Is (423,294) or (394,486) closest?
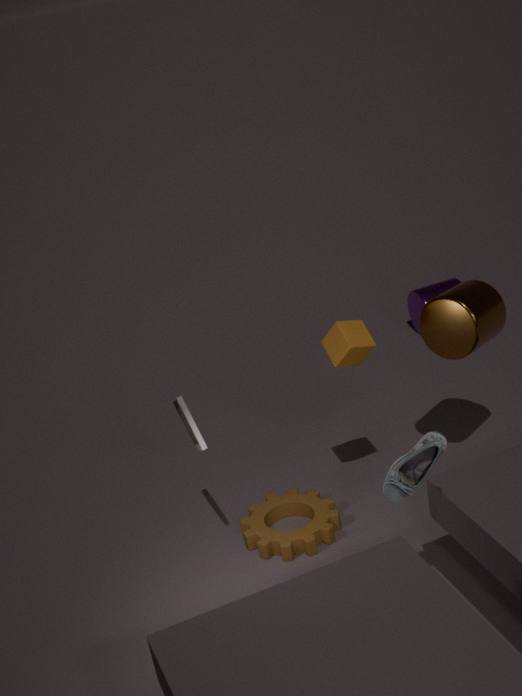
(394,486)
